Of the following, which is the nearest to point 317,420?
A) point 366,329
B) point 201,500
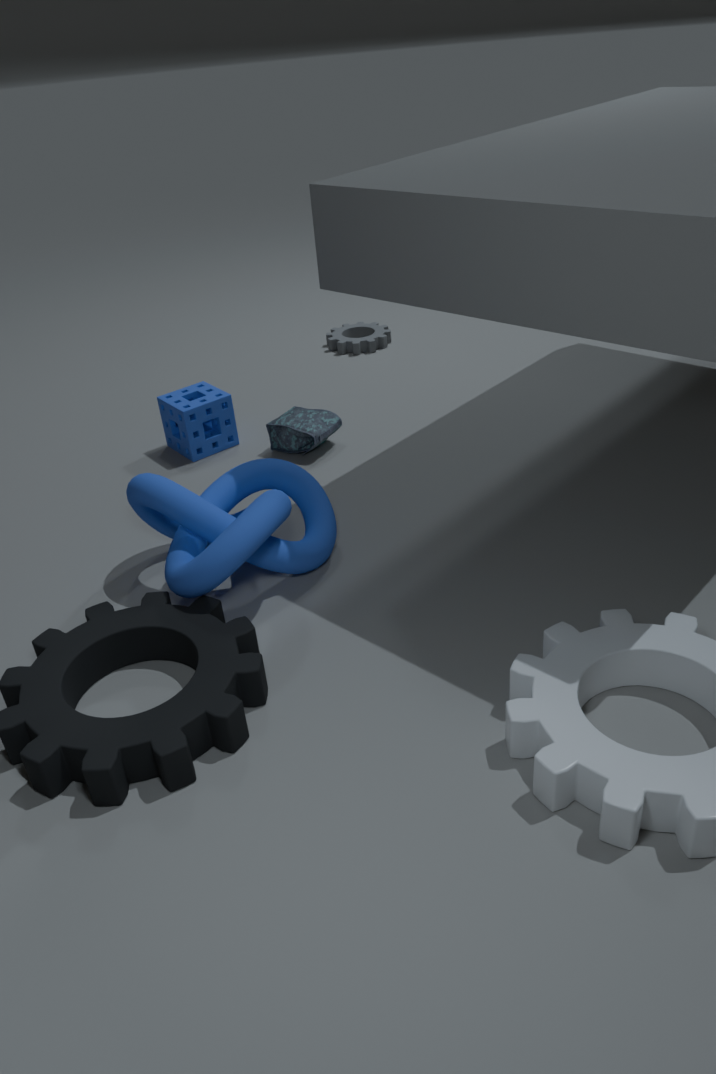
point 201,500
